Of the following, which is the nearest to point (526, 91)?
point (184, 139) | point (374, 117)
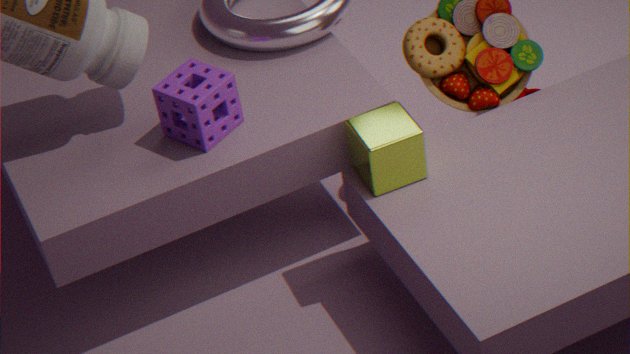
point (374, 117)
